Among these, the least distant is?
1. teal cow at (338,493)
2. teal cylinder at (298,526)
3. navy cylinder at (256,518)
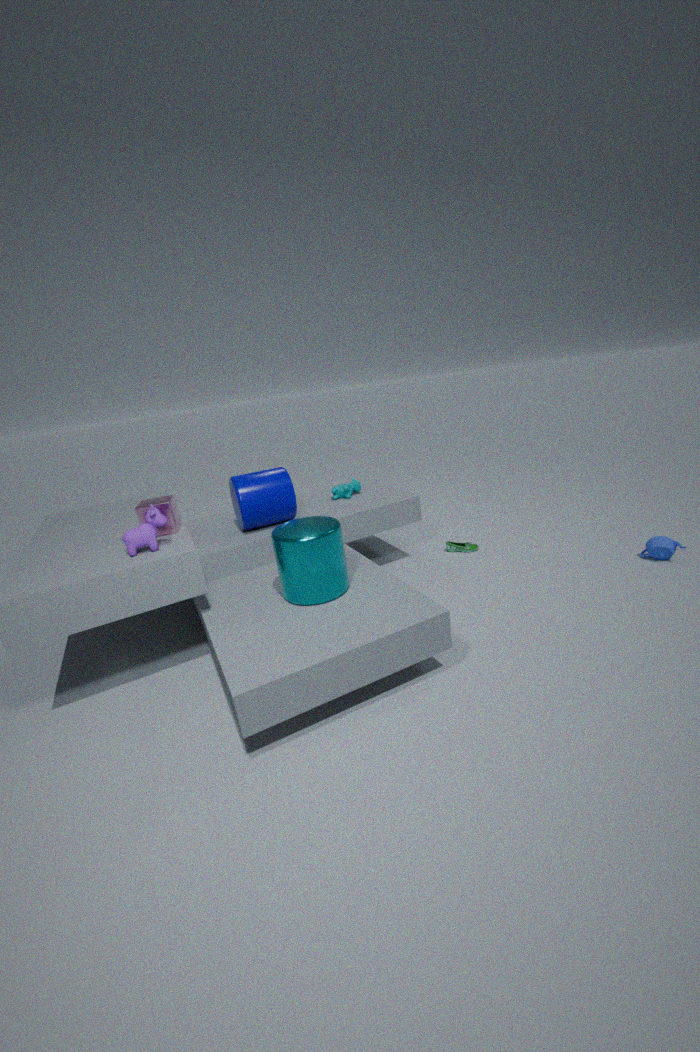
teal cylinder at (298,526)
